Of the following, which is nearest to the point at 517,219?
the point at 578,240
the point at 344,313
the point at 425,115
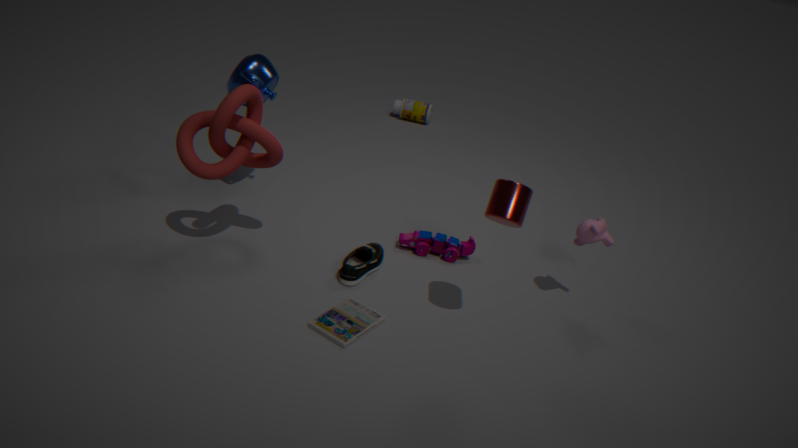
the point at 578,240
